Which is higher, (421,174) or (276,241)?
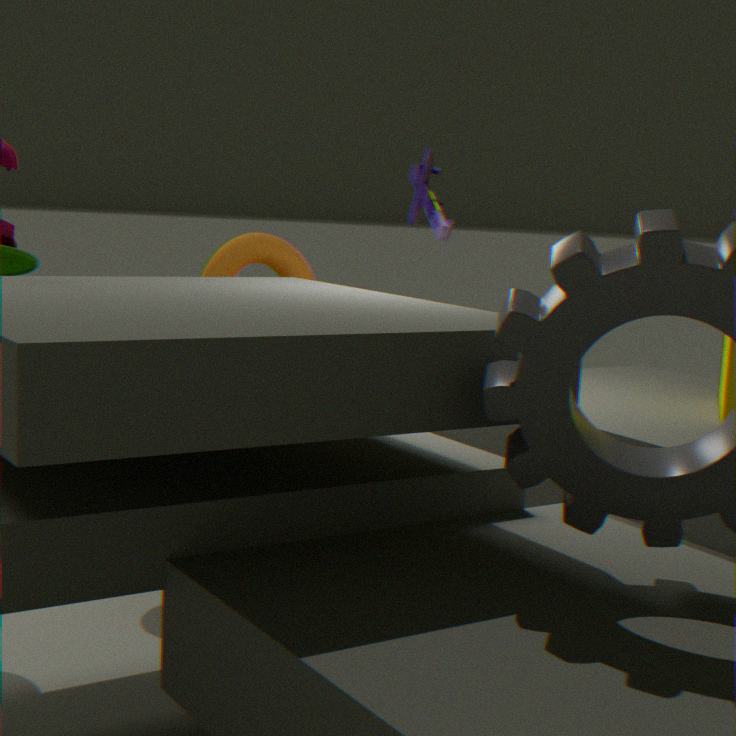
(421,174)
